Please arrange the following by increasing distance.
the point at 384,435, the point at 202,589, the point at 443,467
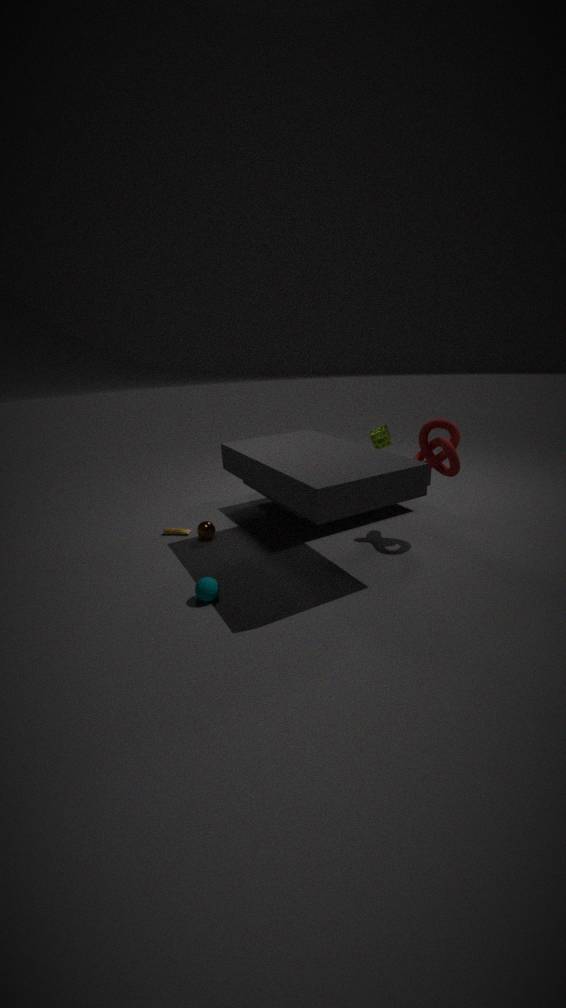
the point at 202,589, the point at 443,467, the point at 384,435
